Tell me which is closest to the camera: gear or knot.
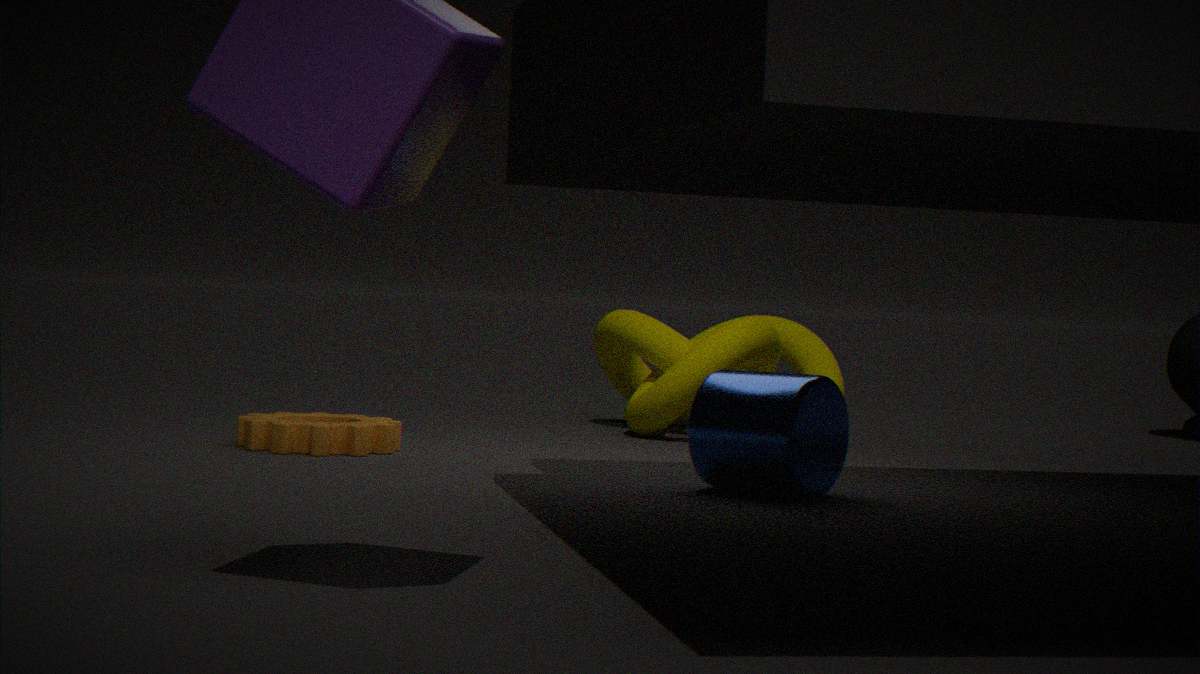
gear
